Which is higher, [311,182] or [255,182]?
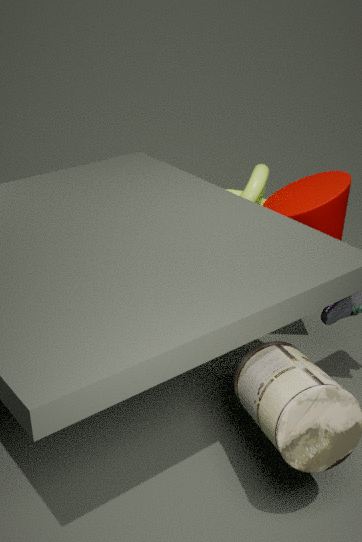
[311,182]
